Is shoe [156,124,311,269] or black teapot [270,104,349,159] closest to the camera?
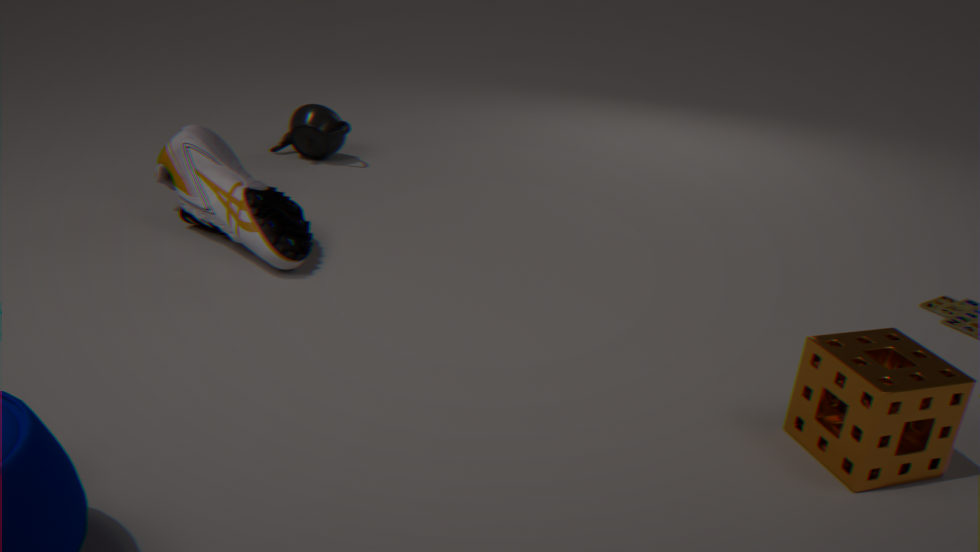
shoe [156,124,311,269]
